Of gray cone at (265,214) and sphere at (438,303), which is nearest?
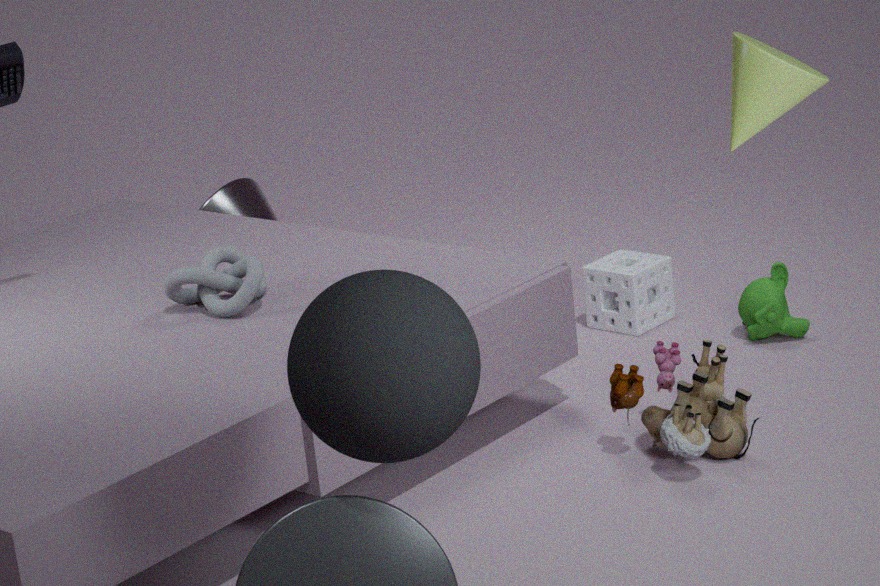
sphere at (438,303)
